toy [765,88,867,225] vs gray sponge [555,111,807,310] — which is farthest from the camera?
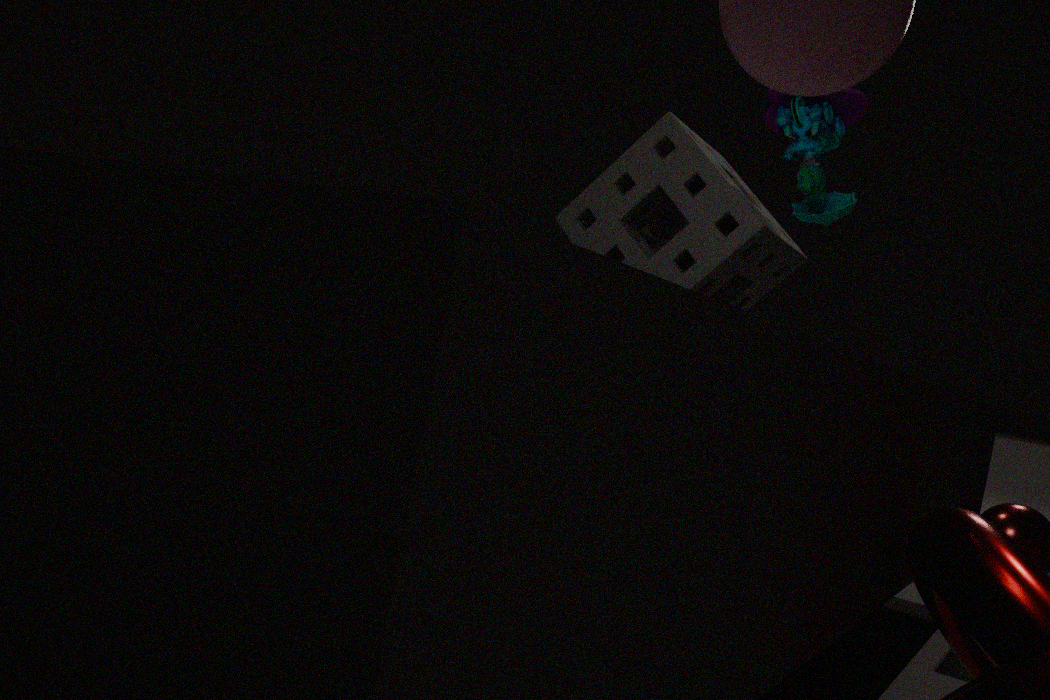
gray sponge [555,111,807,310]
